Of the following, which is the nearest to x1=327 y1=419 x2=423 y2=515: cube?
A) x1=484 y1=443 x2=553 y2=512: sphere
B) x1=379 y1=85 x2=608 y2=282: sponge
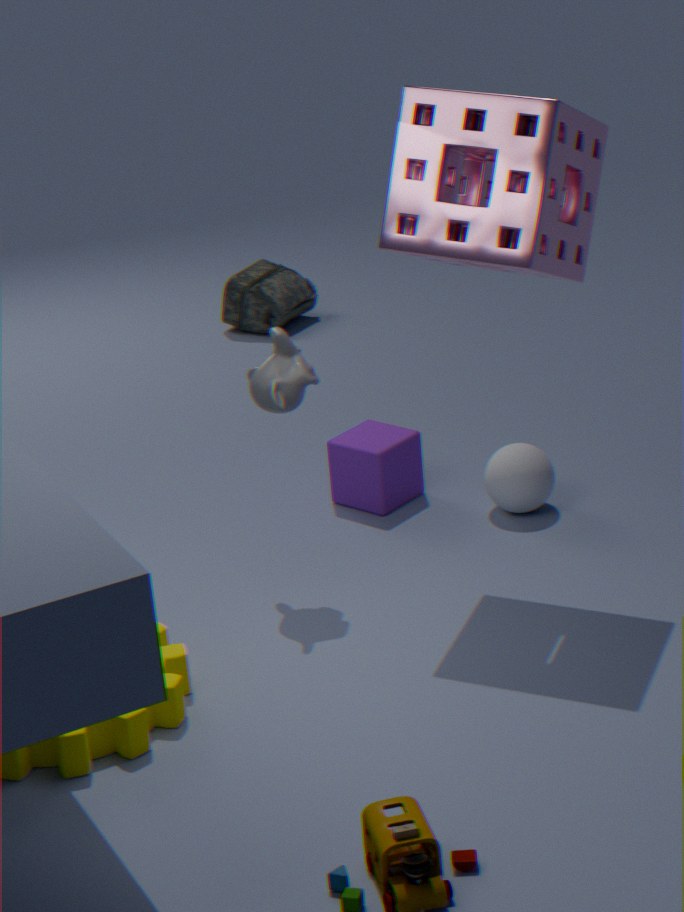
x1=484 y1=443 x2=553 y2=512: sphere
